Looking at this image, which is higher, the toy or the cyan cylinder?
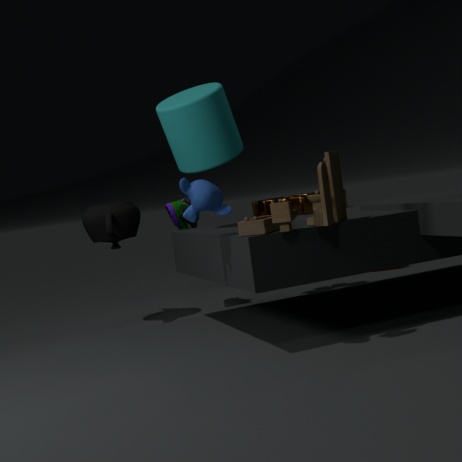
the cyan cylinder
